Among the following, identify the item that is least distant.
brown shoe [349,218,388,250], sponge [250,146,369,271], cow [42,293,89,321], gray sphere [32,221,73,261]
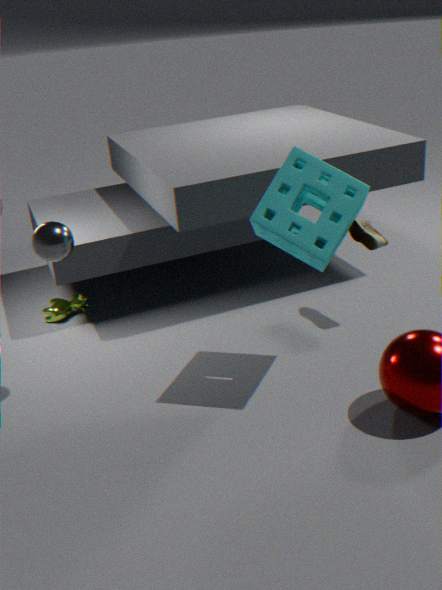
sponge [250,146,369,271]
